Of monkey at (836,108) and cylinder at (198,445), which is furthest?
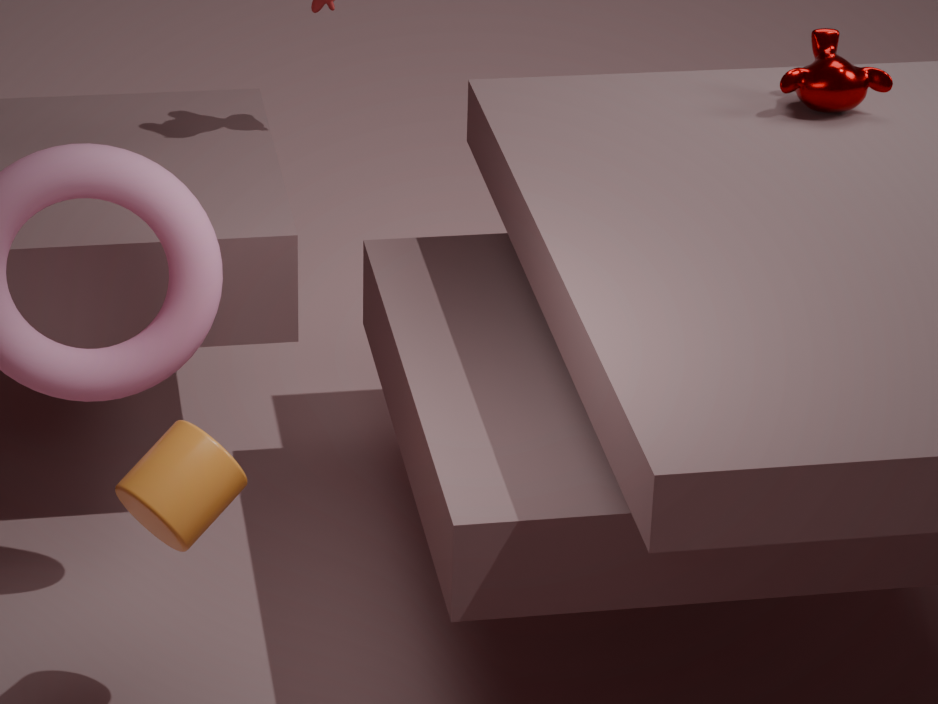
monkey at (836,108)
